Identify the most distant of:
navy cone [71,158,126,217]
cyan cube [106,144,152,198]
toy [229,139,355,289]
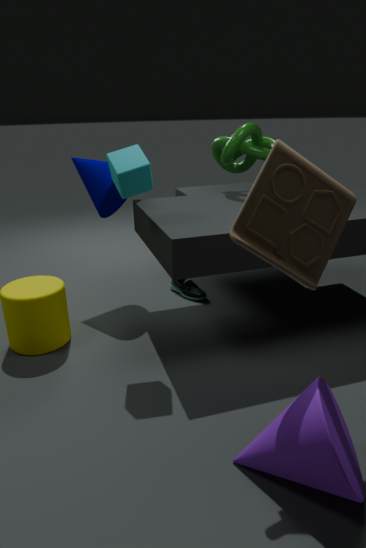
navy cone [71,158,126,217]
